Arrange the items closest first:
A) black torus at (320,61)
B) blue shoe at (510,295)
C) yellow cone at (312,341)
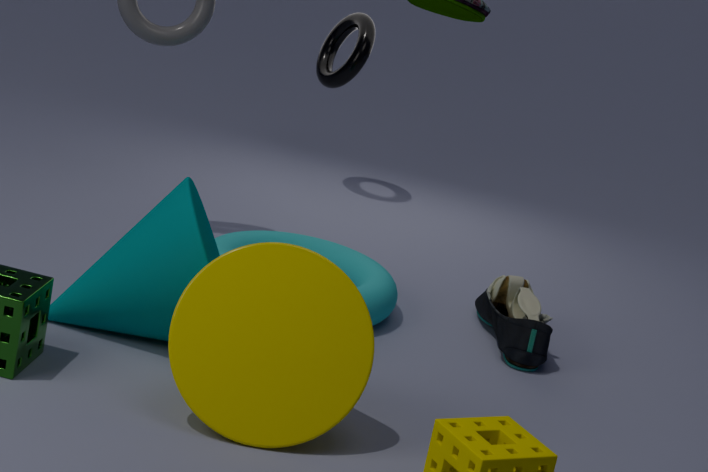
yellow cone at (312,341)
blue shoe at (510,295)
black torus at (320,61)
